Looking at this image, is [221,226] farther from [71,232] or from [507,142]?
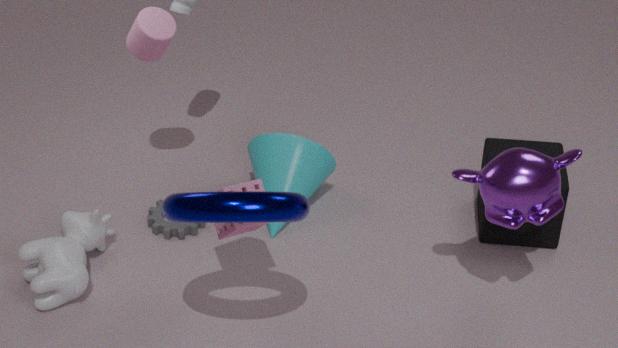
[507,142]
